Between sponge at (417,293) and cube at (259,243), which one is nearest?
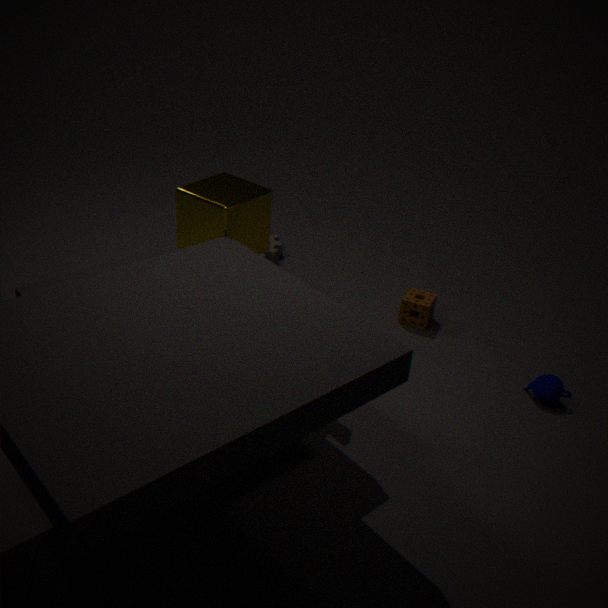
cube at (259,243)
